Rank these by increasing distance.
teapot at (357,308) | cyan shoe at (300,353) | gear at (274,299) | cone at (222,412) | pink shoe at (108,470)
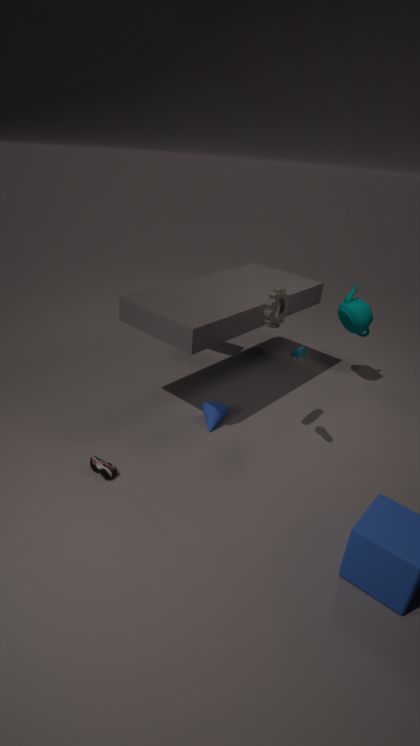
cyan shoe at (300,353), pink shoe at (108,470), gear at (274,299), cone at (222,412), teapot at (357,308)
